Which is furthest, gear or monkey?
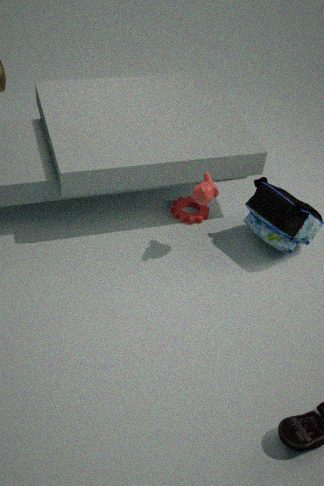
gear
